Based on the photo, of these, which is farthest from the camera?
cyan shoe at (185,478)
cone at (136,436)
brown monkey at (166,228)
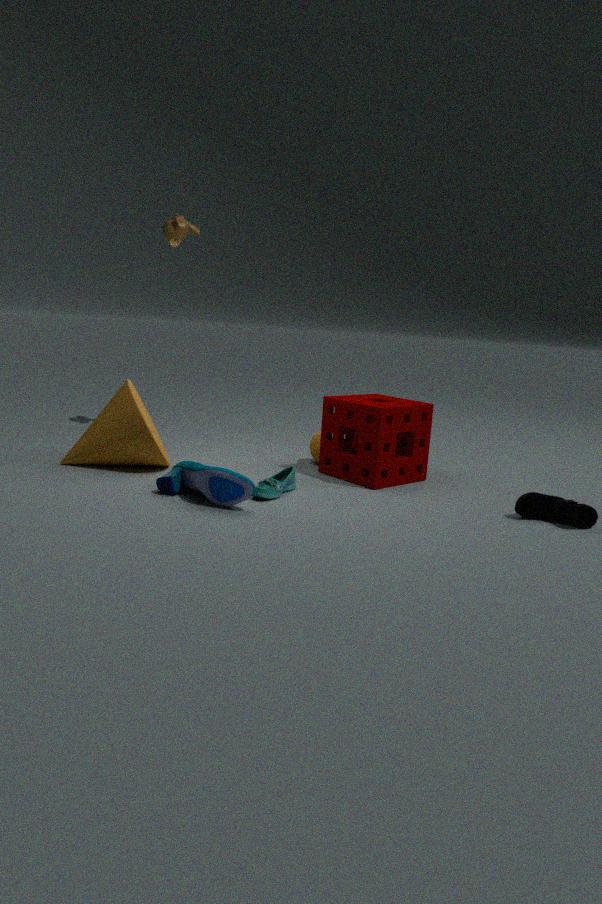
brown monkey at (166,228)
